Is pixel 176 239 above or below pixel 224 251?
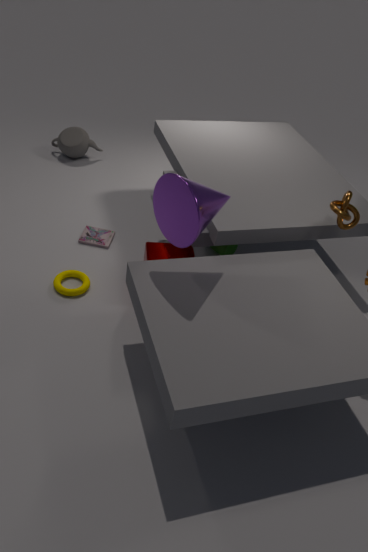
above
